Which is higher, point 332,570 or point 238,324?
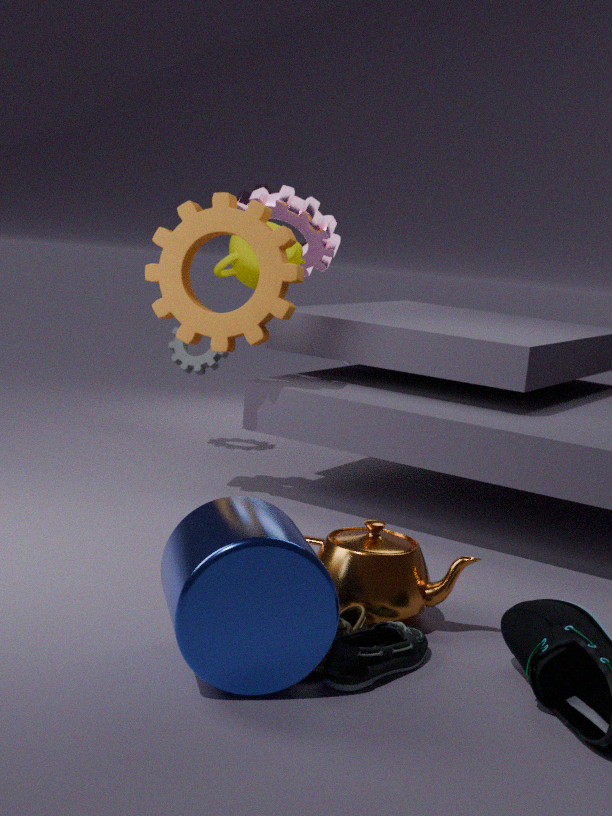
point 238,324
